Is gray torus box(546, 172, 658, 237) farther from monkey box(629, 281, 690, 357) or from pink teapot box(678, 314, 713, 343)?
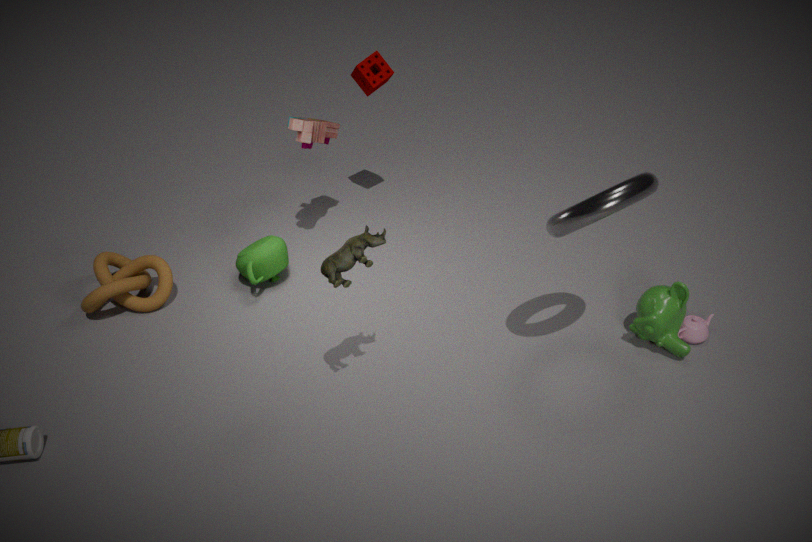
pink teapot box(678, 314, 713, 343)
